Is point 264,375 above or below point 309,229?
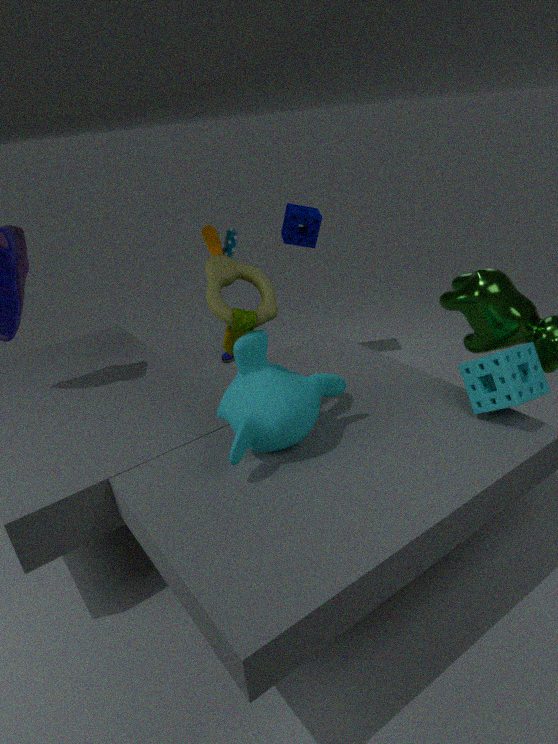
below
